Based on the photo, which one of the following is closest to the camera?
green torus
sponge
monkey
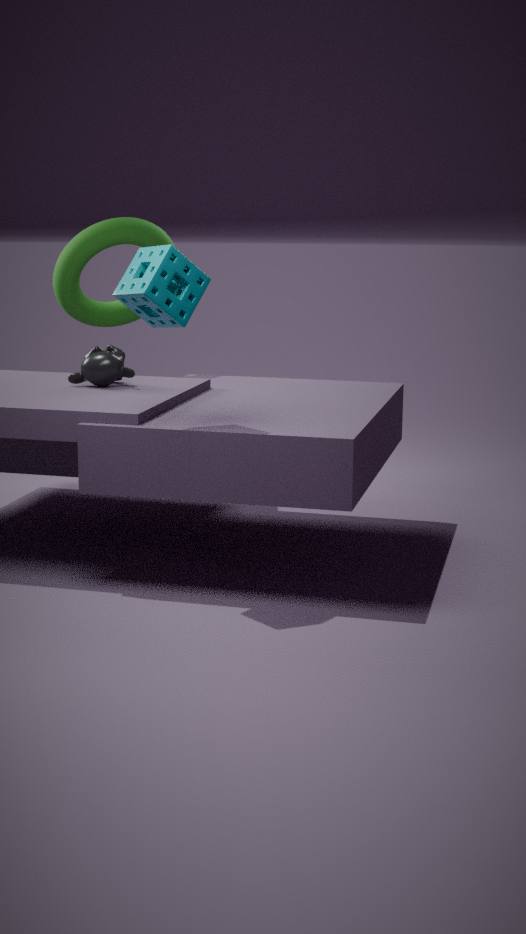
sponge
